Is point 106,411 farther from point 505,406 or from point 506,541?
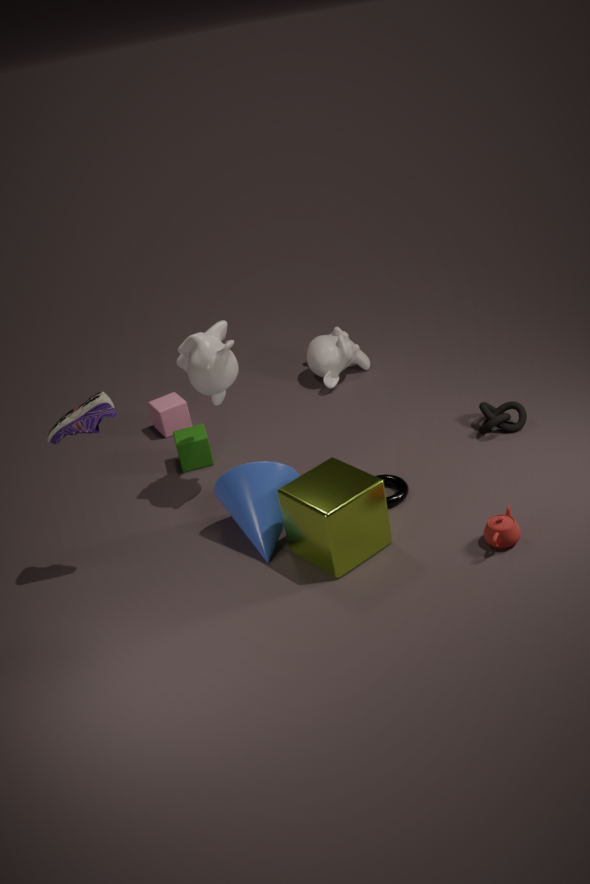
point 505,406
